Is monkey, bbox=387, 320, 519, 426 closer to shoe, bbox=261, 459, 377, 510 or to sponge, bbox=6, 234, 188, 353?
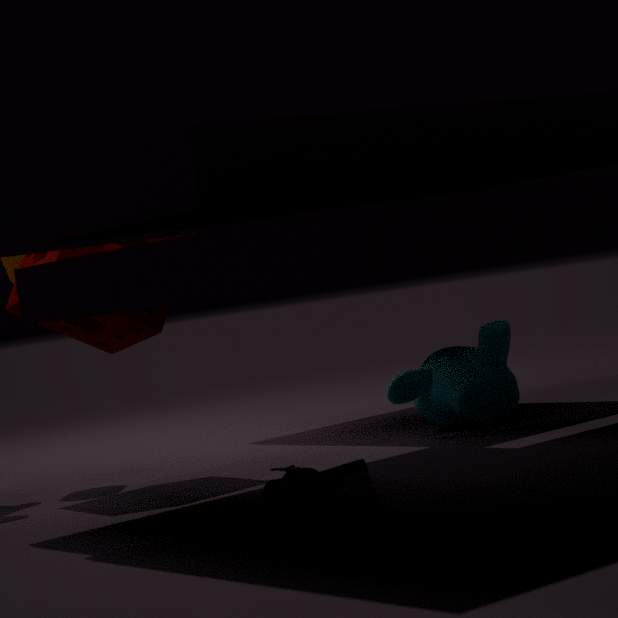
sponge, bbox=6, 234, 188, 353
